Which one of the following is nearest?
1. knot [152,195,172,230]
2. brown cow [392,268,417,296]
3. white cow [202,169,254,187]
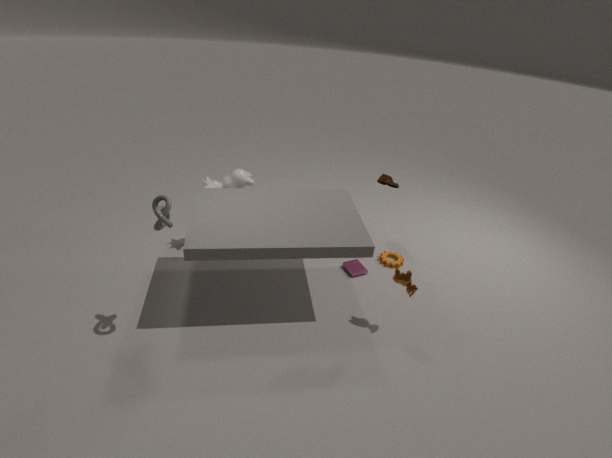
knot [152,195,172,230]
